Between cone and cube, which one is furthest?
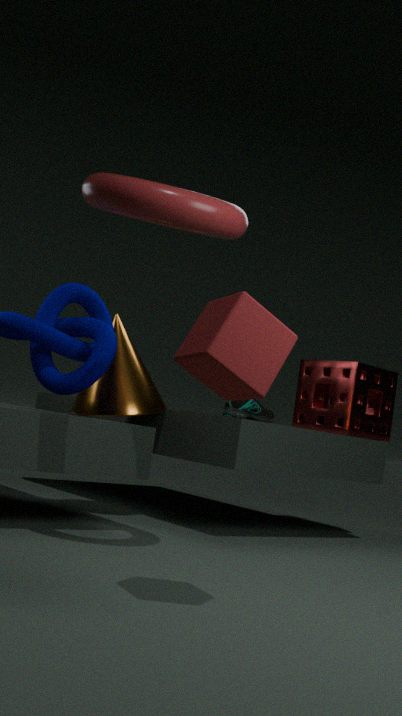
cone
